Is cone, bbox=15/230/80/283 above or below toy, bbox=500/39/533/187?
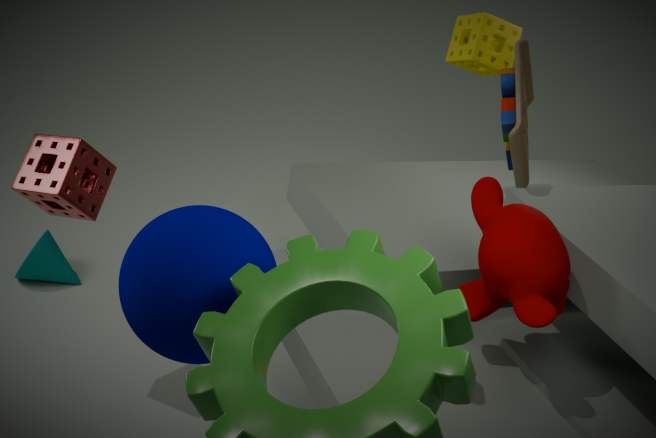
below
